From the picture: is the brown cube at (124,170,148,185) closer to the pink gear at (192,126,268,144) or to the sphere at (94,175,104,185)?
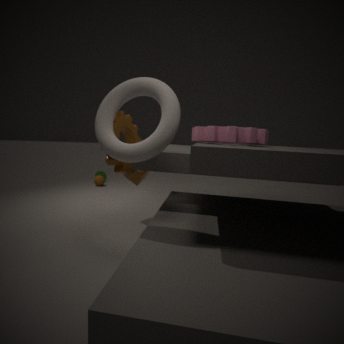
the pink gear at (192,126,268,144)
